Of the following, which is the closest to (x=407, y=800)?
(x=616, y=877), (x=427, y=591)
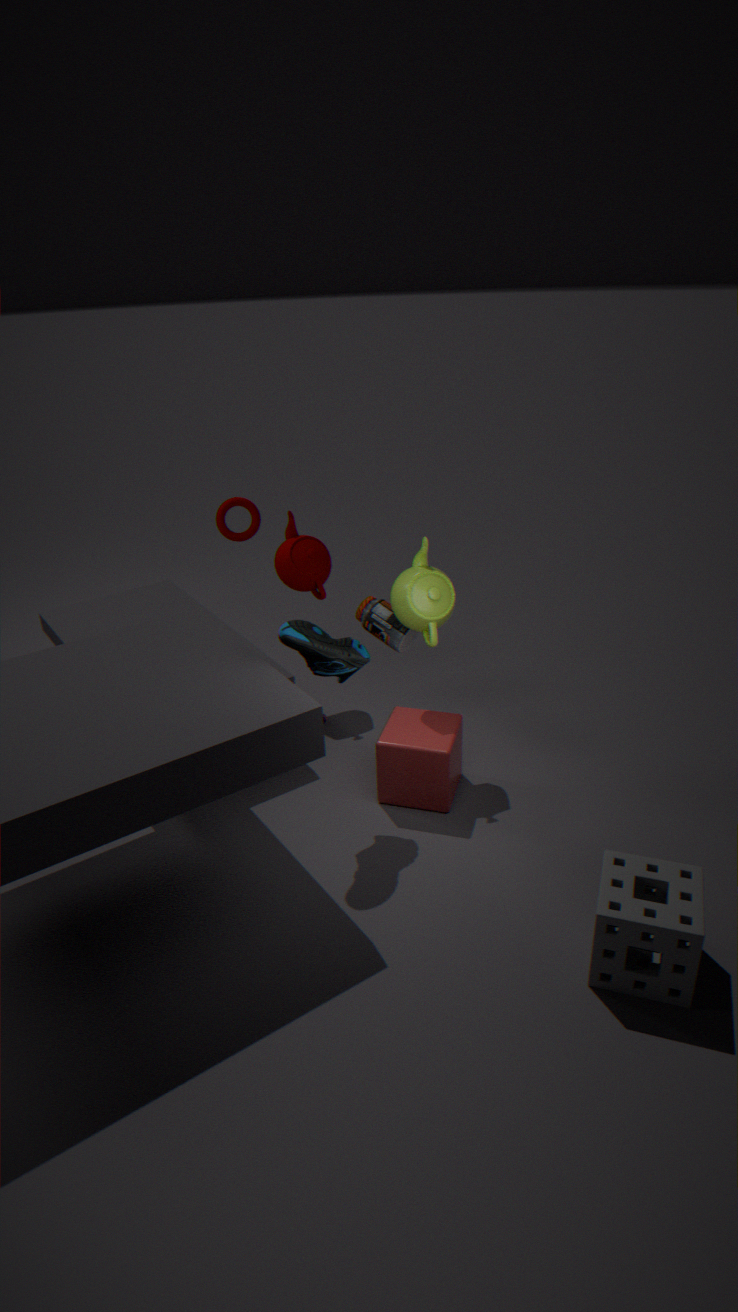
(x=427, y=591)
